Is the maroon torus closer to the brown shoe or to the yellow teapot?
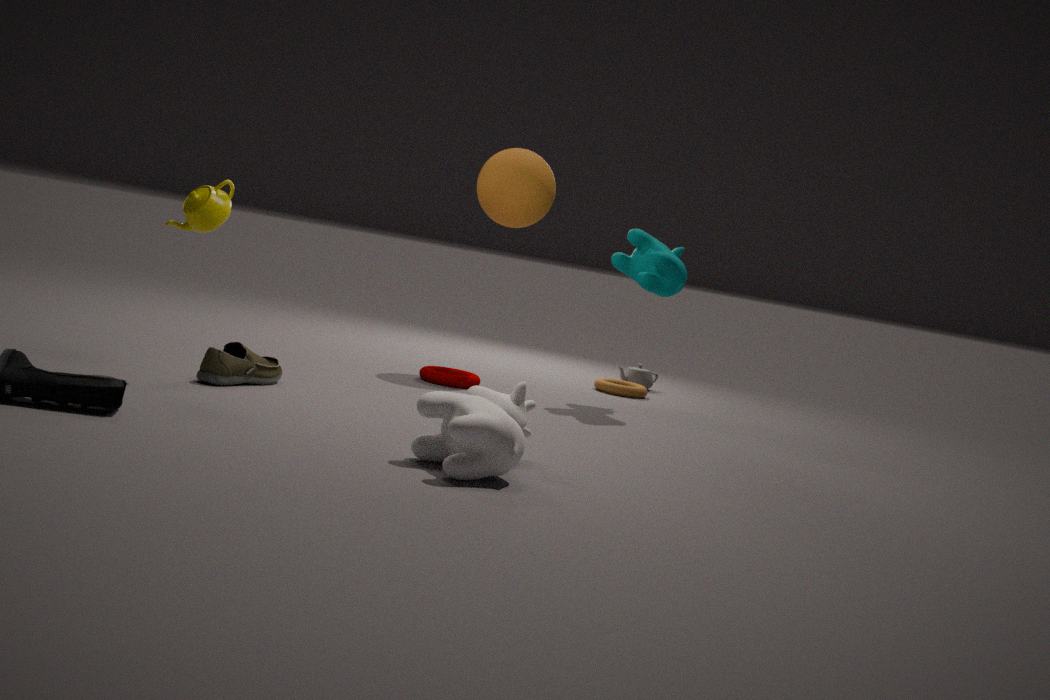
the brown shoe
